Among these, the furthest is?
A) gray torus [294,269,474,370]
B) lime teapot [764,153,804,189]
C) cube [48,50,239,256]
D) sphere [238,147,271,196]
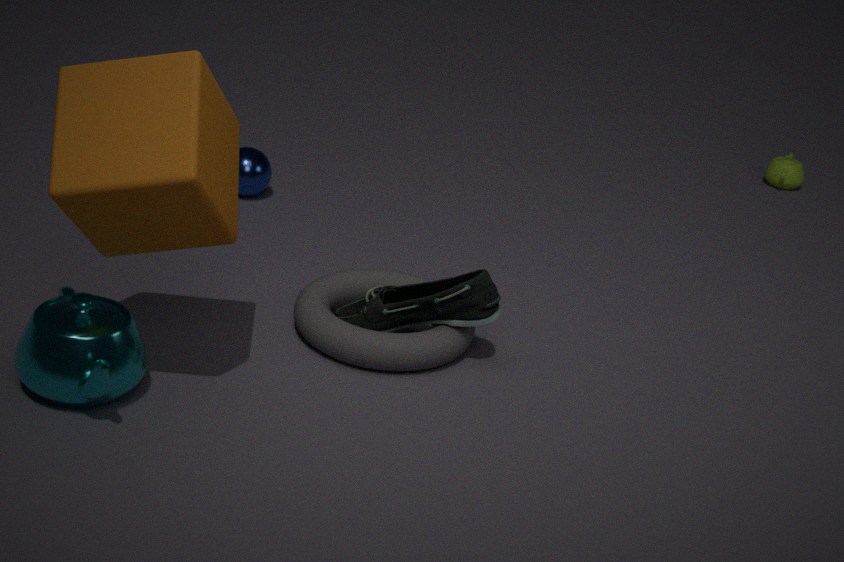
B. lime teapot [764,153,804,189]
